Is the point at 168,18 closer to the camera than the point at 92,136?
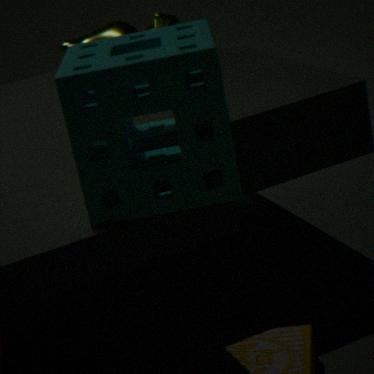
No
